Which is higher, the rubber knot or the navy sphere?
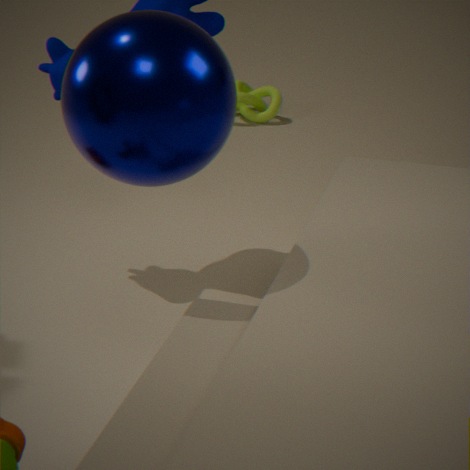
the navy sphere
